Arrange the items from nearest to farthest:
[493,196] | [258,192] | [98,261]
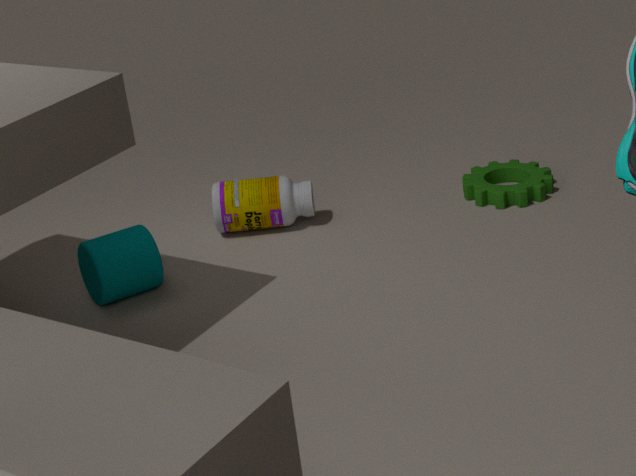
[98,261], [258,192], [493,196]
